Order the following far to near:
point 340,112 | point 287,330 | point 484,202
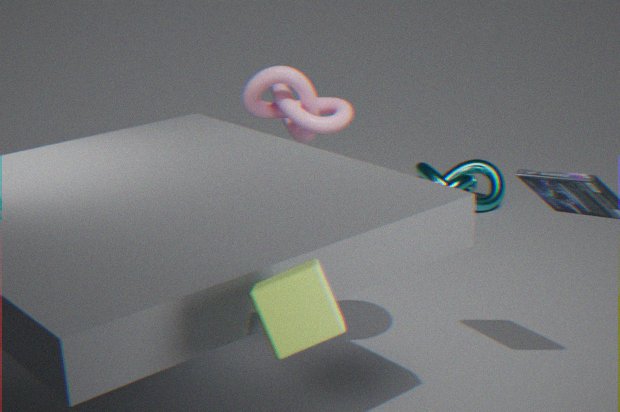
point 484,202
point 340,112
point 287,330
